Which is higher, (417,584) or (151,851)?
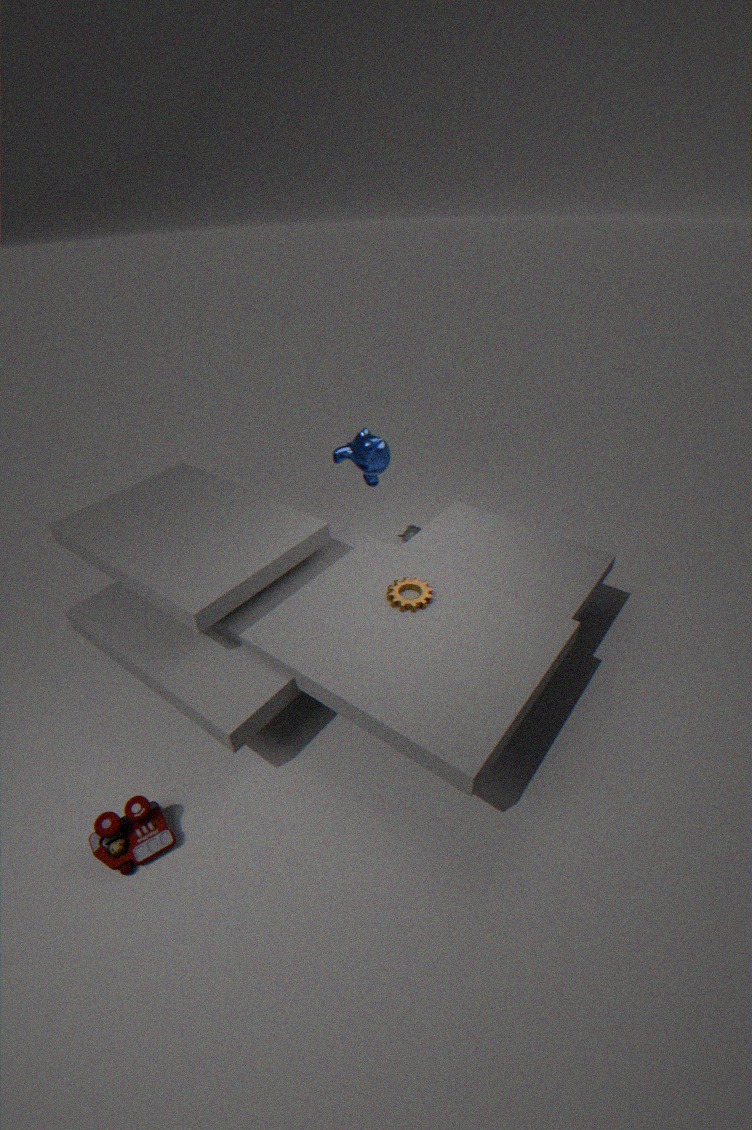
(417,584)
